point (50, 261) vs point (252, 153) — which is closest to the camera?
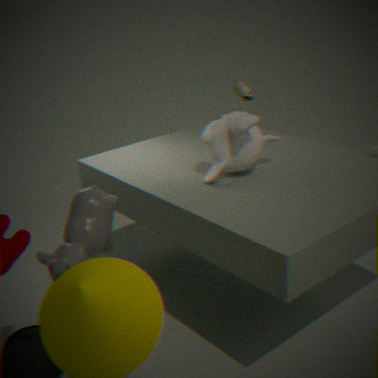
point (50, 261)
